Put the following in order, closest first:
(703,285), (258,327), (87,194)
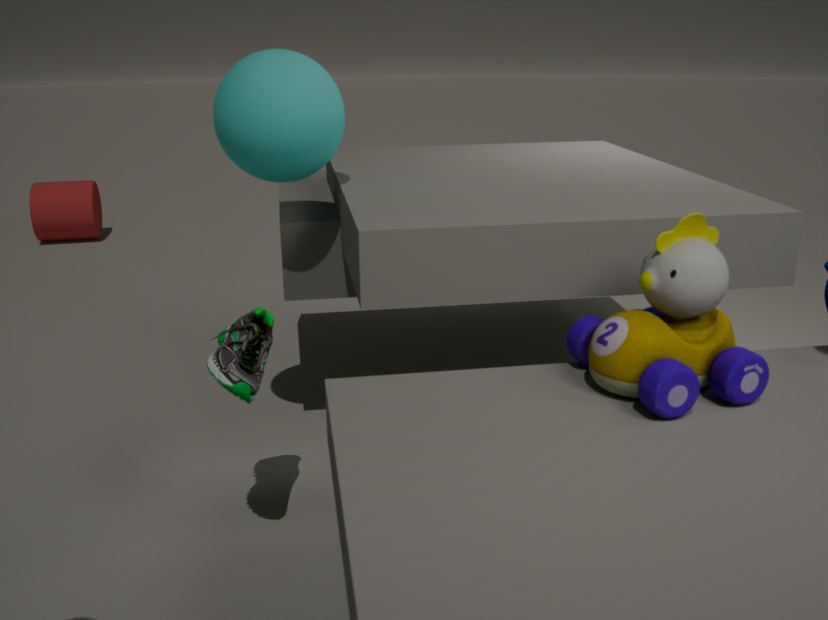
(703,285)
(258,327)
(87,194)
